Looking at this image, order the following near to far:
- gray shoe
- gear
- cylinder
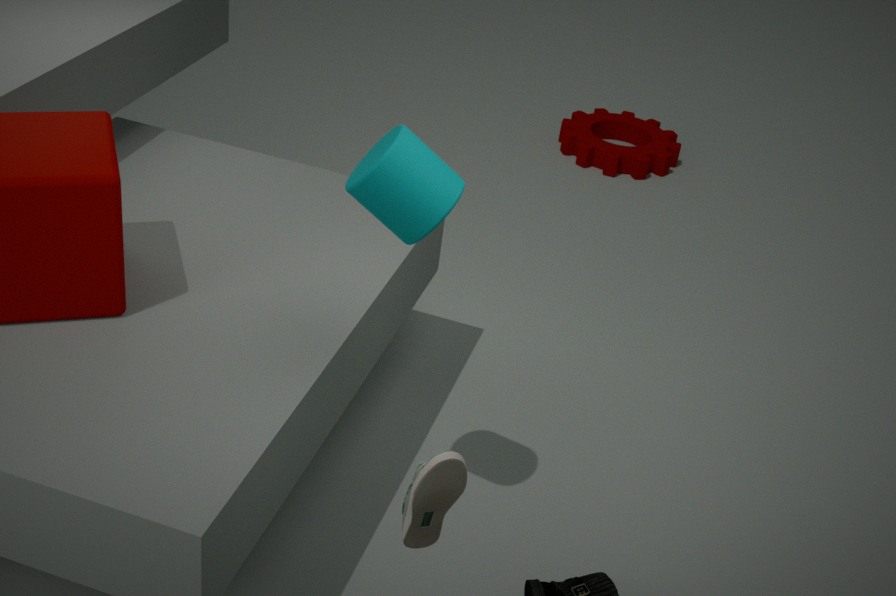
gray shoe
cylinder
gear
